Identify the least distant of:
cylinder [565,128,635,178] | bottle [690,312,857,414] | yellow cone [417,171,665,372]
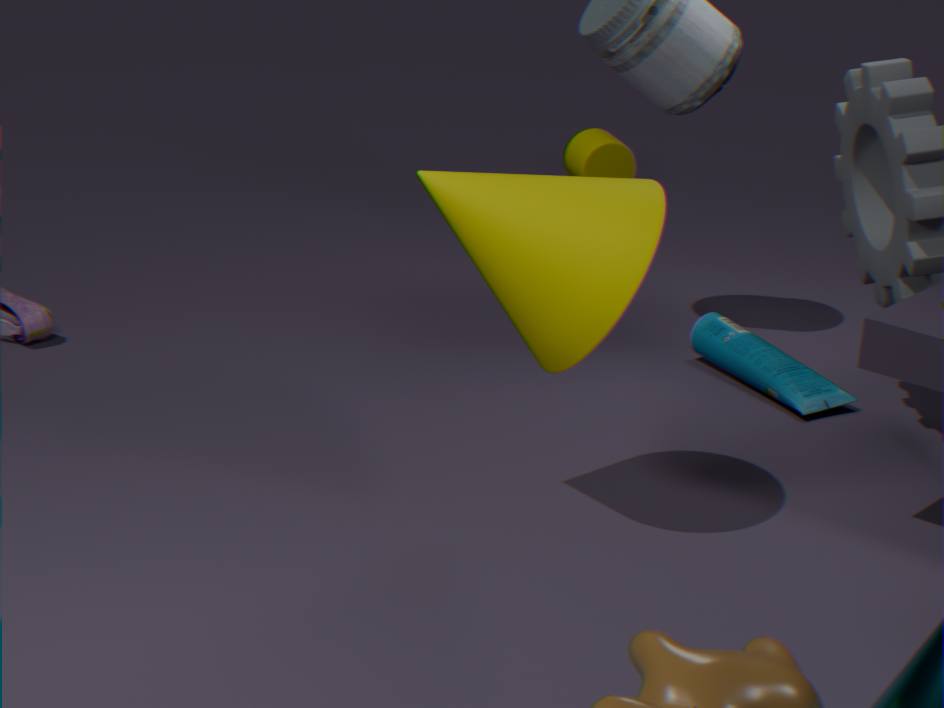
yellow cone [417,171,665,372]
